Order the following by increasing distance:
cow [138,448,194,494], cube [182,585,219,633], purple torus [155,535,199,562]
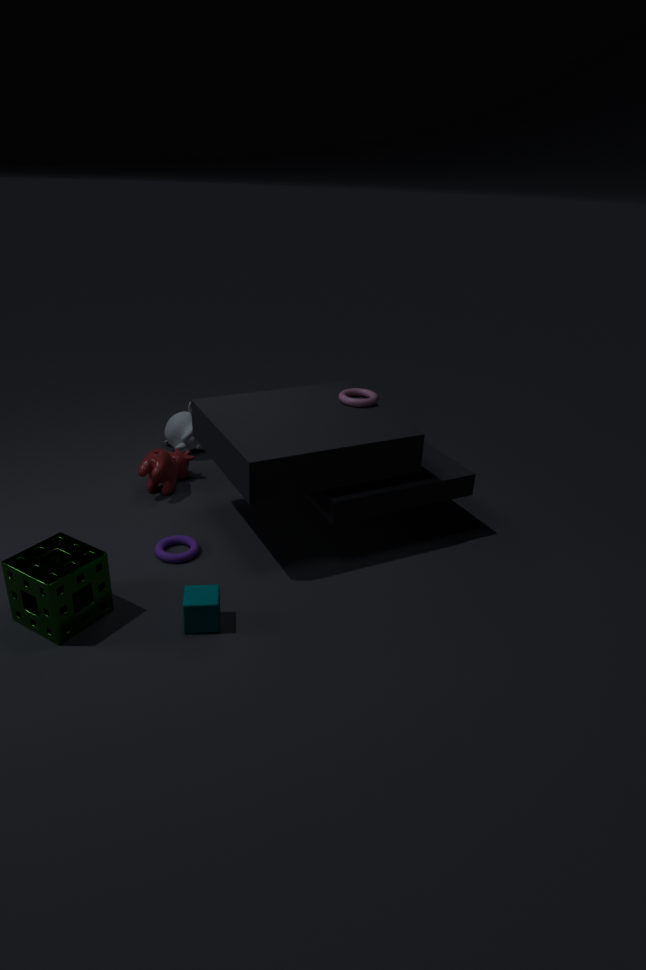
1. cube [182,585,219,633]
2. purple torus [155,535,199,562]
3. cow [138,448,194,494]
